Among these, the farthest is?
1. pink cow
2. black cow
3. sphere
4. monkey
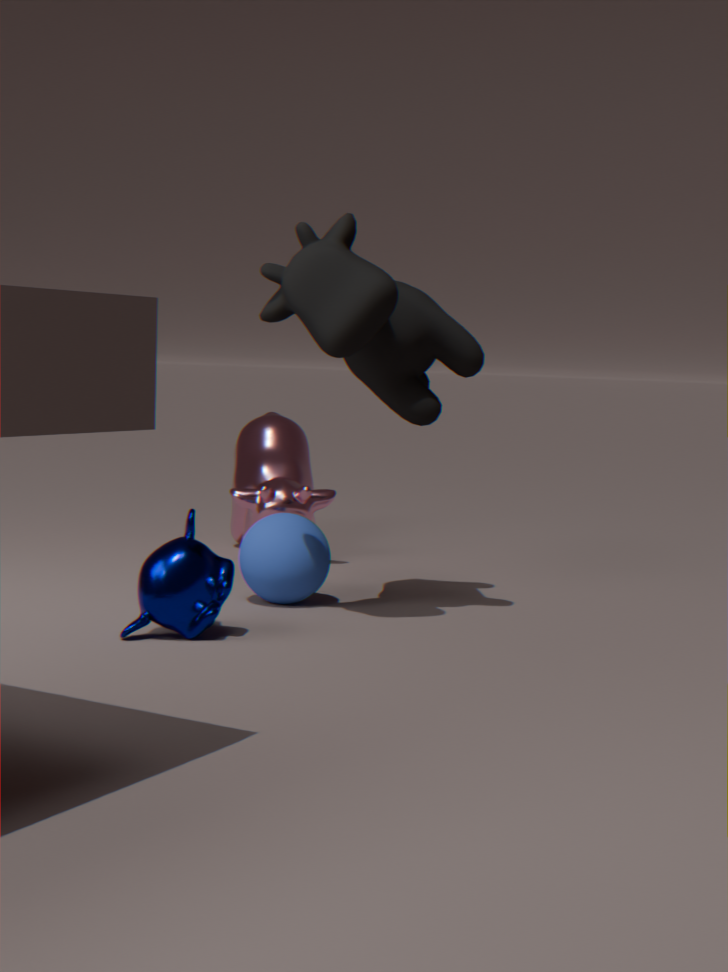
pink cow
